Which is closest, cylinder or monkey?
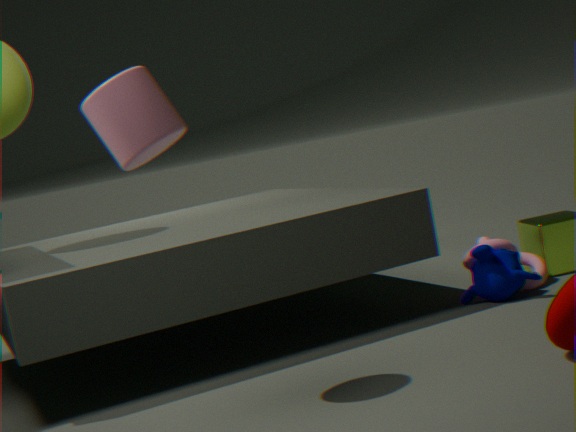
cylinder
